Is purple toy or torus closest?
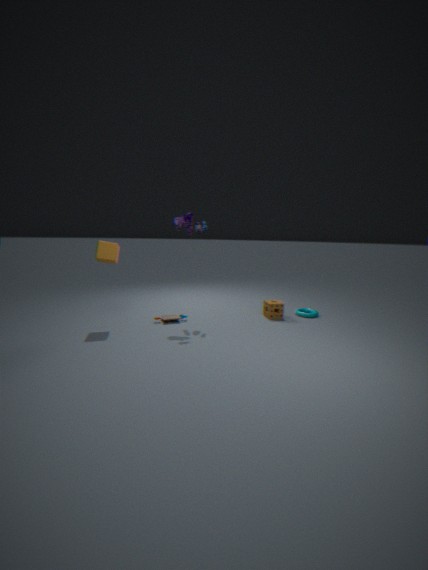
purple toy
